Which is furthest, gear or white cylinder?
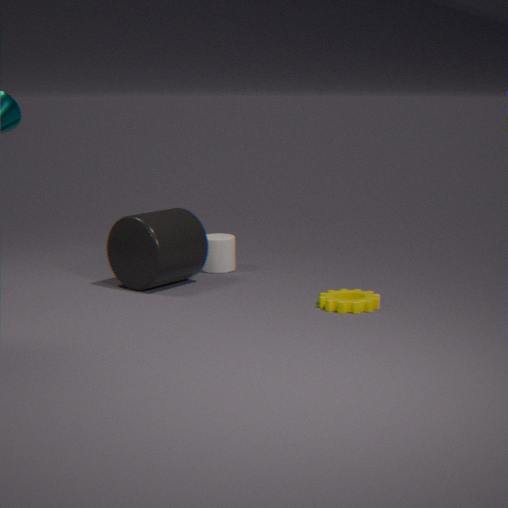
white cylinder
